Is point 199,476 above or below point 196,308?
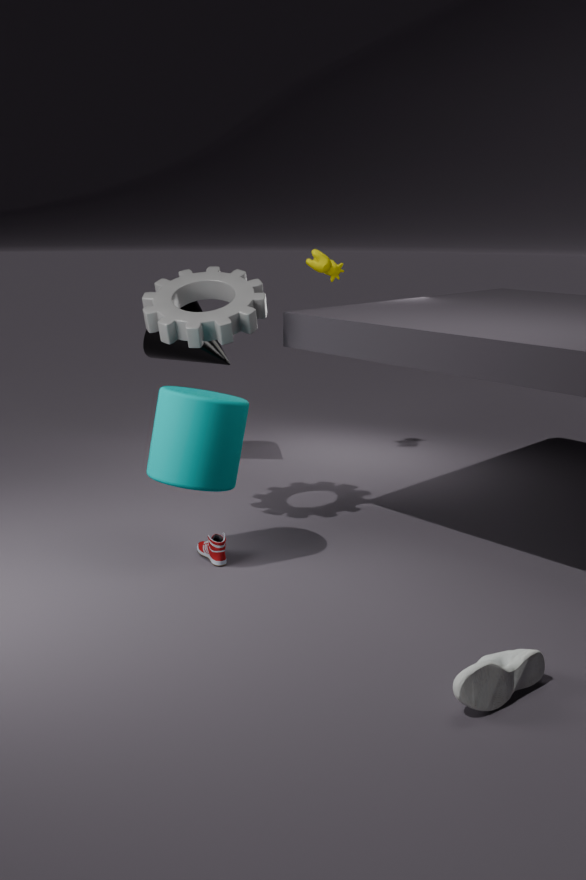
below
